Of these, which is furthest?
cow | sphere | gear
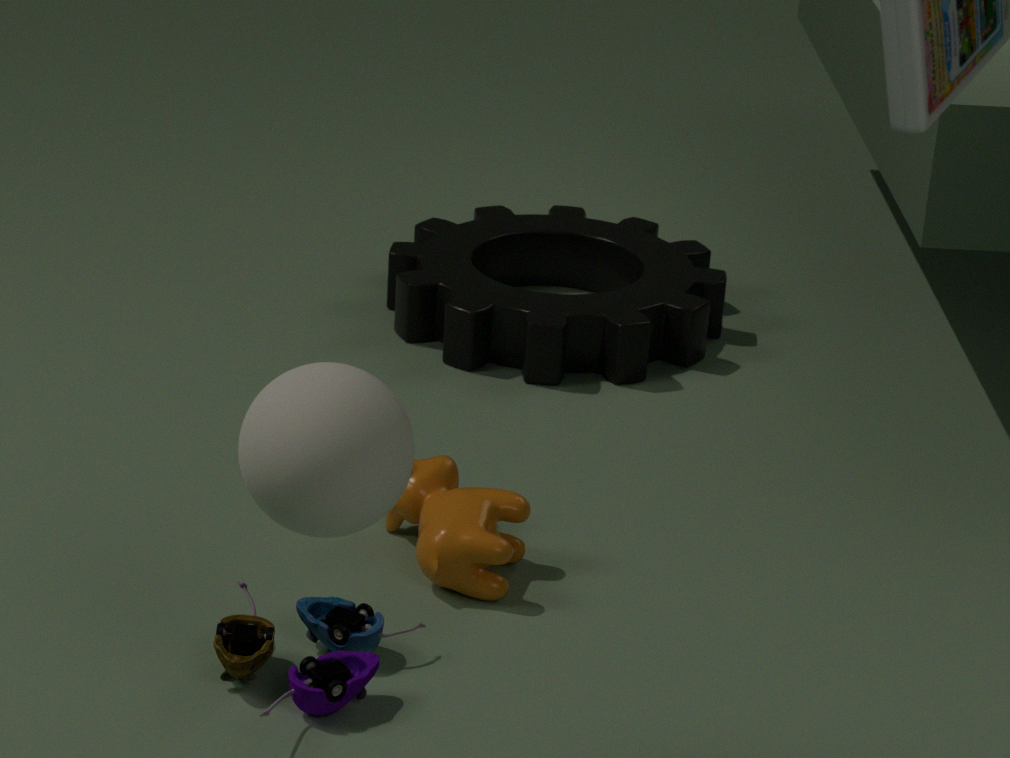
gear
